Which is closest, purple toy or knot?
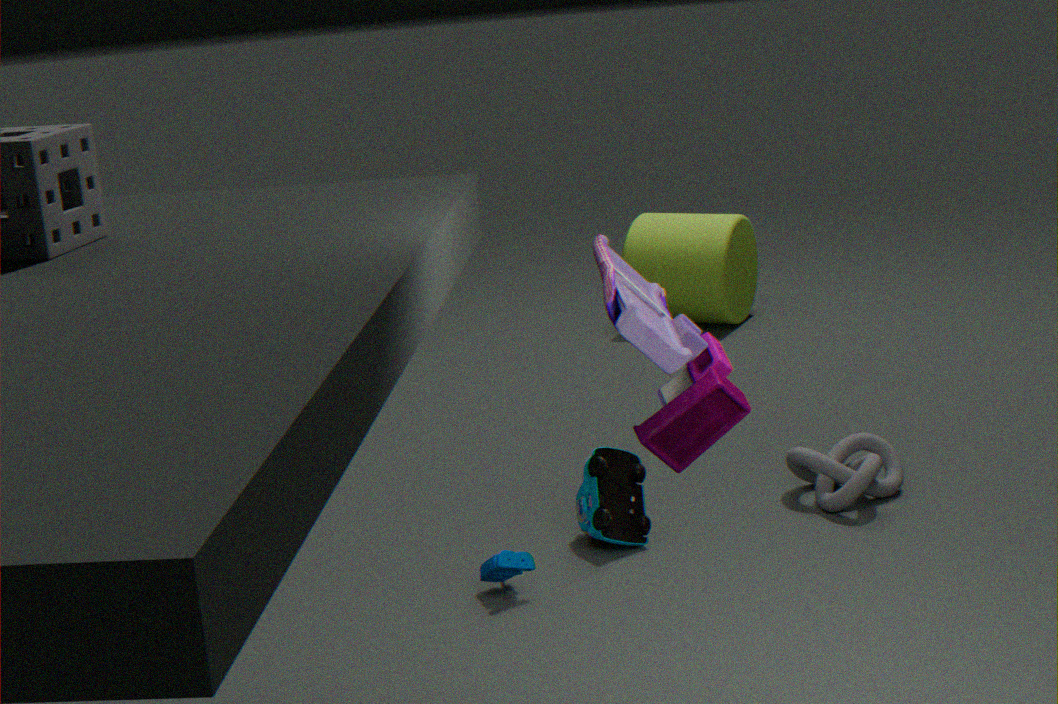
purple toy
